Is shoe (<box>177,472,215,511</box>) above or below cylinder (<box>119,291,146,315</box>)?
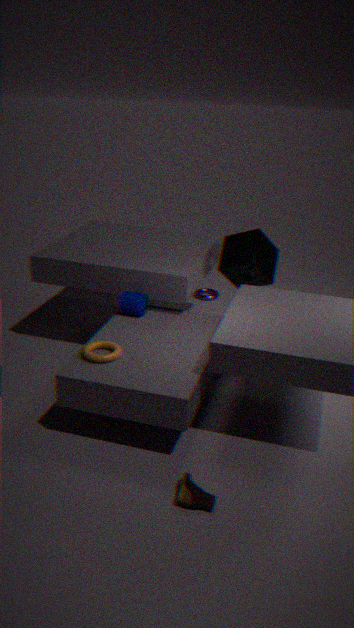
below
